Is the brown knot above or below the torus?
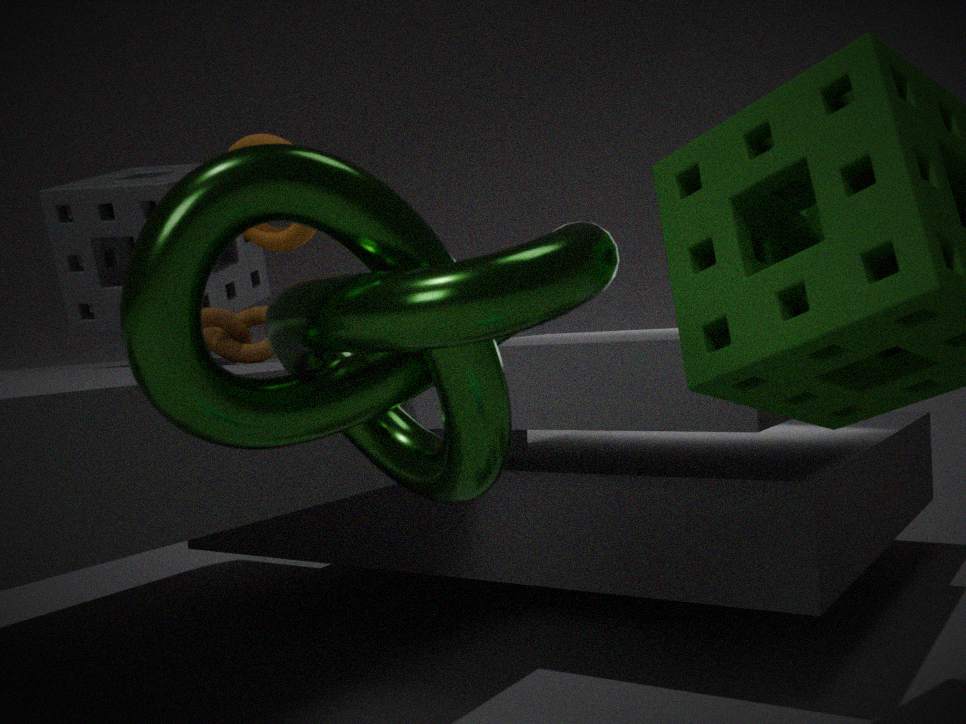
below
